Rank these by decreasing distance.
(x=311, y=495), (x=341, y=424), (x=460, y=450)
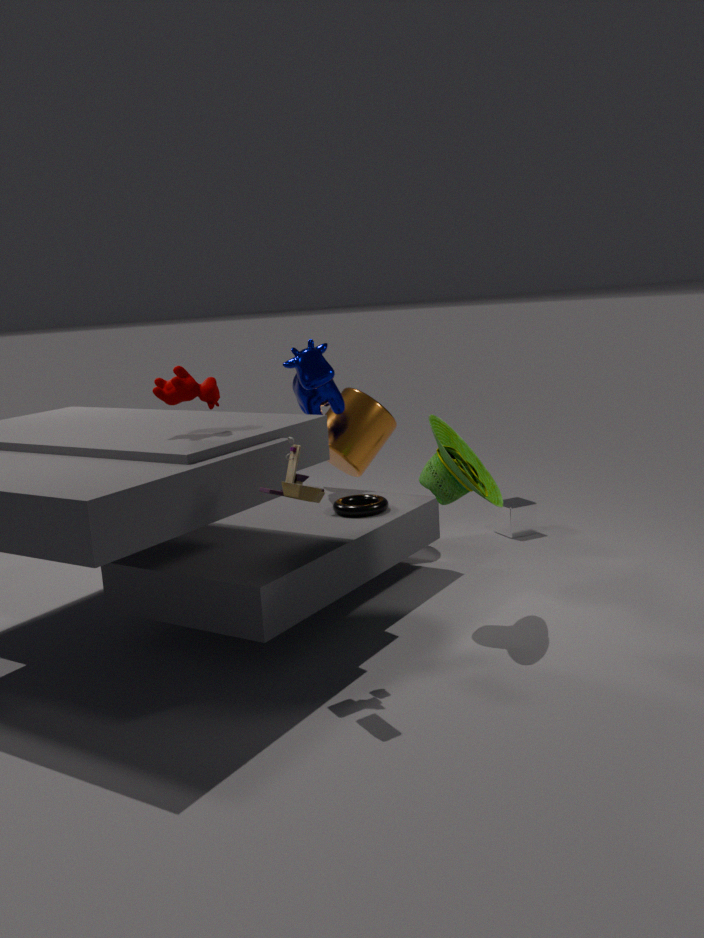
(x=341, y=424) → (x=460, y=450) → (x=311, y=495)
